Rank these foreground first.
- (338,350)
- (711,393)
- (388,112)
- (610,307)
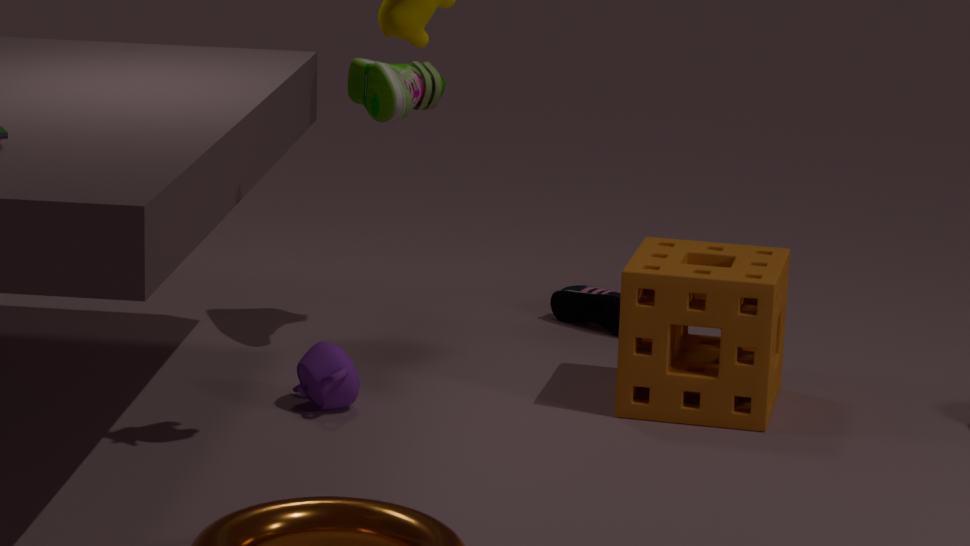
(711,393)
(338,350)
(388,112)
(610,307)
